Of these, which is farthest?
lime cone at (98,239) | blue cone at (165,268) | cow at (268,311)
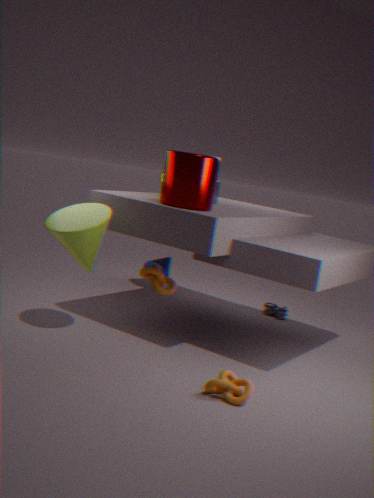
cow at (268,311)
